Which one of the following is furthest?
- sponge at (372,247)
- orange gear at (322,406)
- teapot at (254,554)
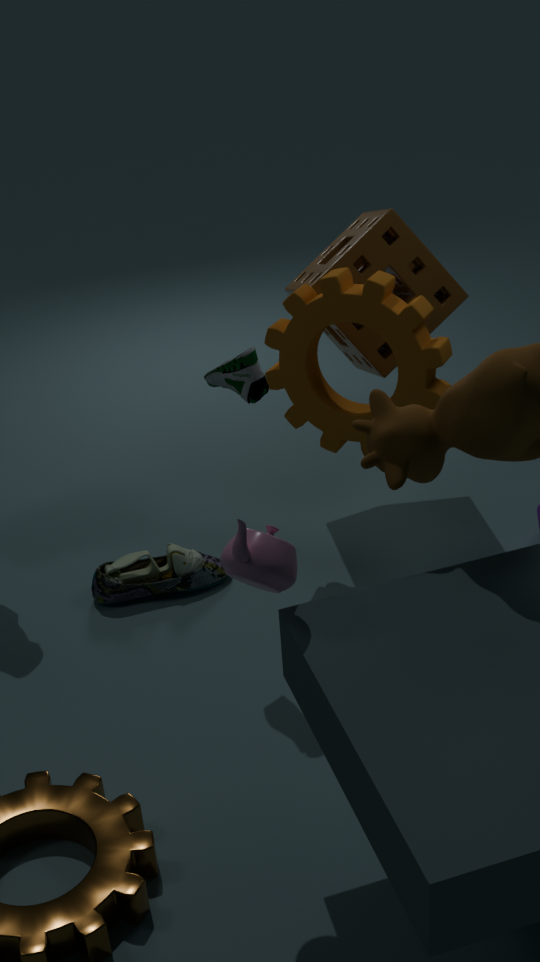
sponge at (372,247)
